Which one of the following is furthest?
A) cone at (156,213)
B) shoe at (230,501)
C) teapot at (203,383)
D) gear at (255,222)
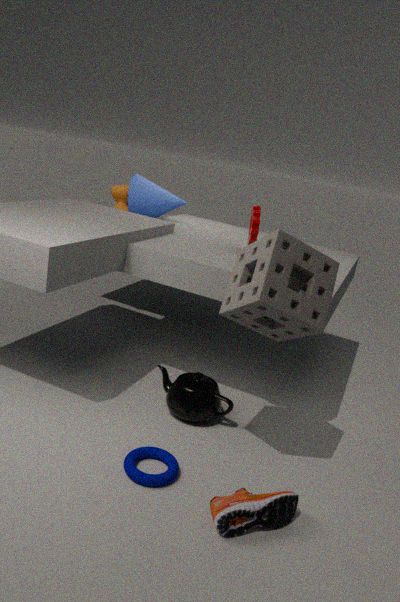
cone at (156,213)
